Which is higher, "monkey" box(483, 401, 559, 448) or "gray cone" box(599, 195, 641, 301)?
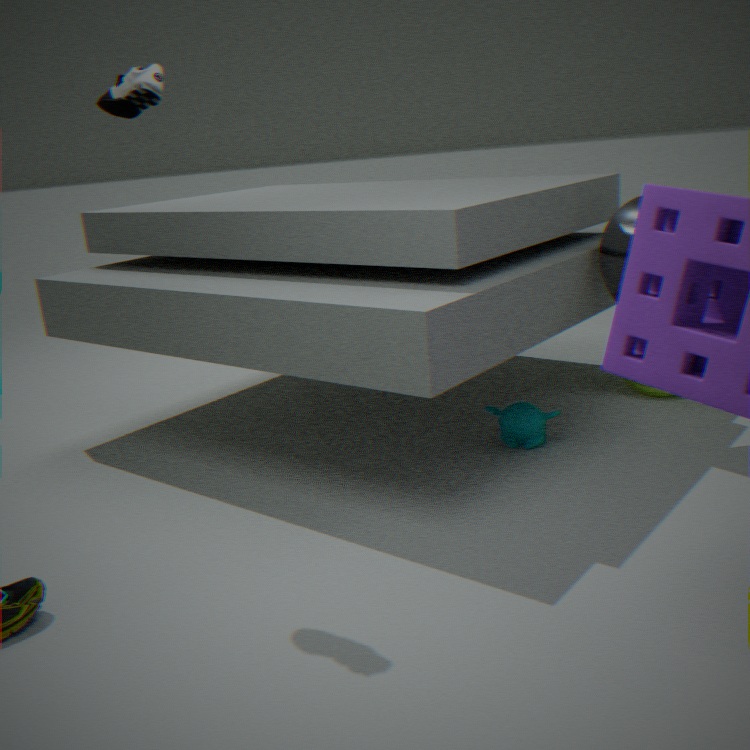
"gray cone" box(599, 195, 641, 301)
